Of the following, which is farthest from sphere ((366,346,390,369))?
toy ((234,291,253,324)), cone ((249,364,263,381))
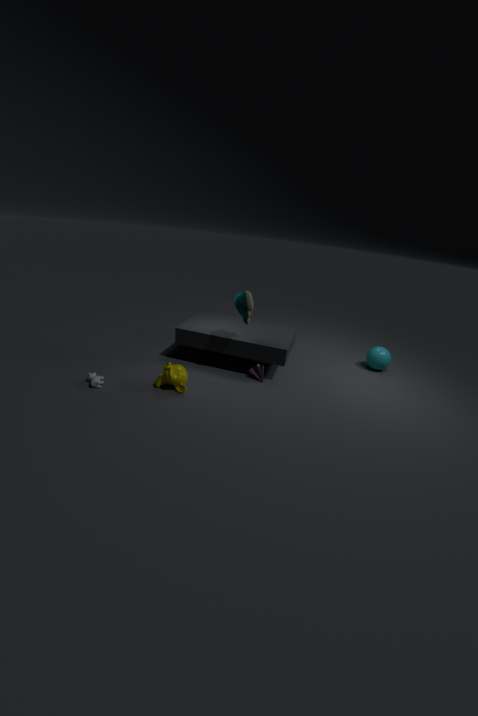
toy ((234,291,253,324))
